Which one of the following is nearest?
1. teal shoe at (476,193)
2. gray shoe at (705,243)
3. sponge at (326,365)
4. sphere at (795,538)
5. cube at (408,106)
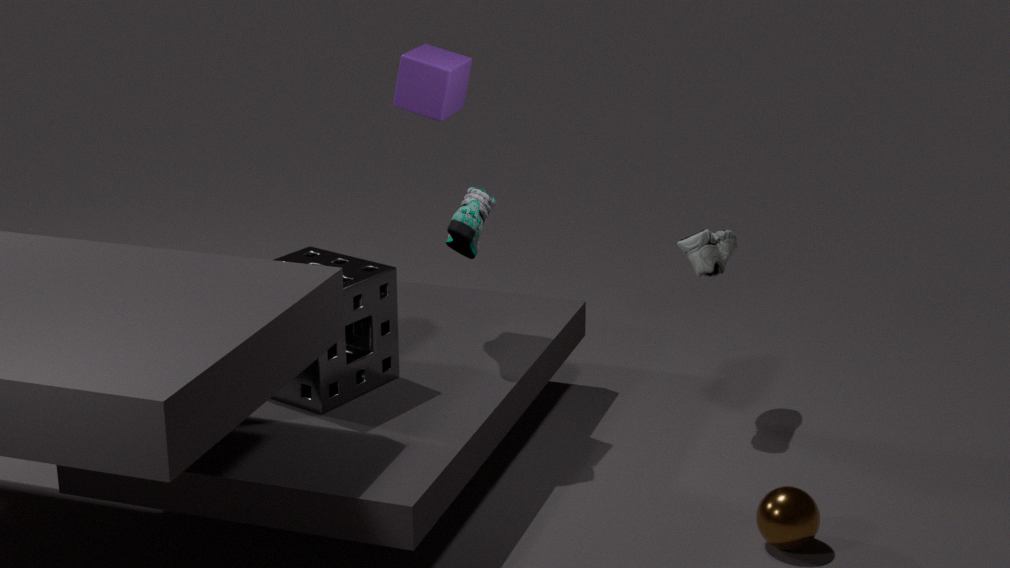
sphere at (795,538)
